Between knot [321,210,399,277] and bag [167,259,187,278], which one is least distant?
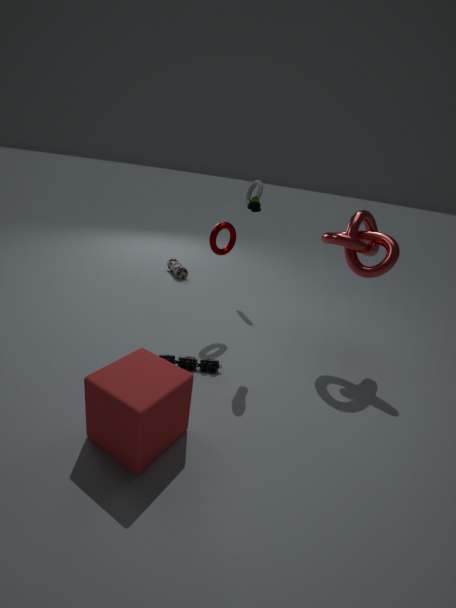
knot [321,210,399,277]
